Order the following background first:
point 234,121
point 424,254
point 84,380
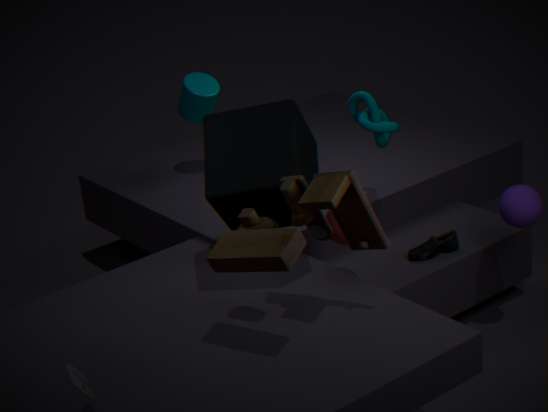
point 424,254
point 234,121
point 84,380
